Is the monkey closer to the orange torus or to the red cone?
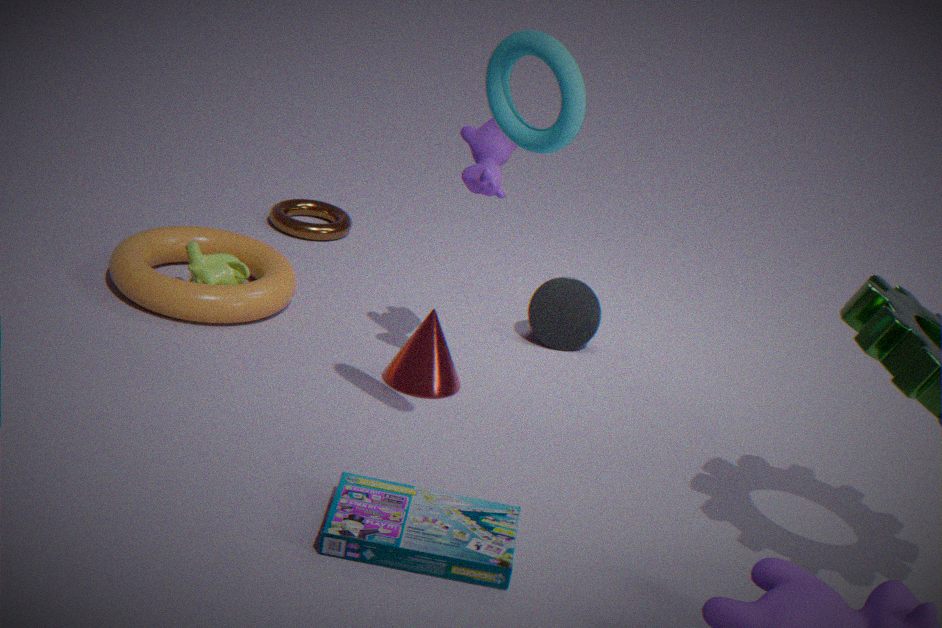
the orange torus
